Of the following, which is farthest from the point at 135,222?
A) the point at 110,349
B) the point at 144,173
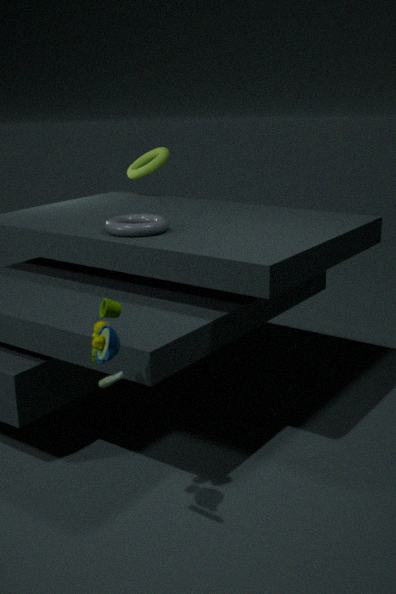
the point at 144,173
